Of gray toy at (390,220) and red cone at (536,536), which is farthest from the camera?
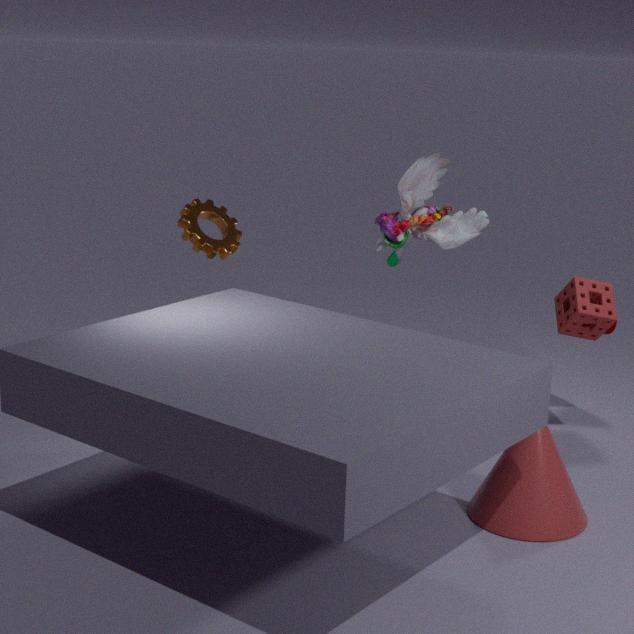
gray toy at (390,220)
